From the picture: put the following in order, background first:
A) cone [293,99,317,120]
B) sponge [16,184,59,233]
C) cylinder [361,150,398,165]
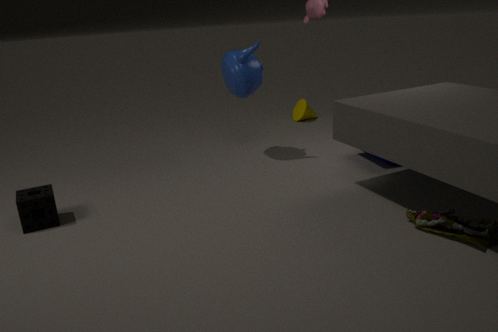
cone [293,99,317,120]
cylinder [361,150,398,165]
sponge [16,184,59,233]
